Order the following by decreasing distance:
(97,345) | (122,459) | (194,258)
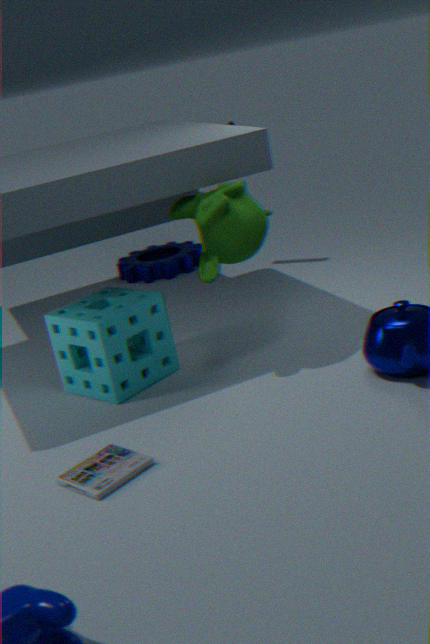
(194,258) < (97,345) < (122,459)
